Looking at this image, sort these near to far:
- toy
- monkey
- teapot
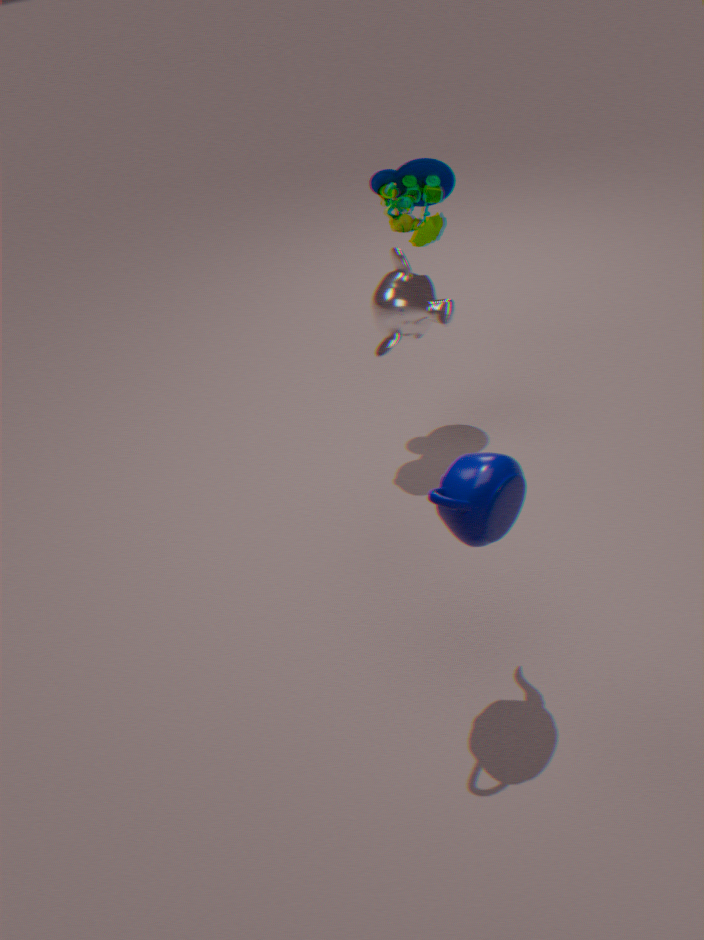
teapot
monkey
toy
